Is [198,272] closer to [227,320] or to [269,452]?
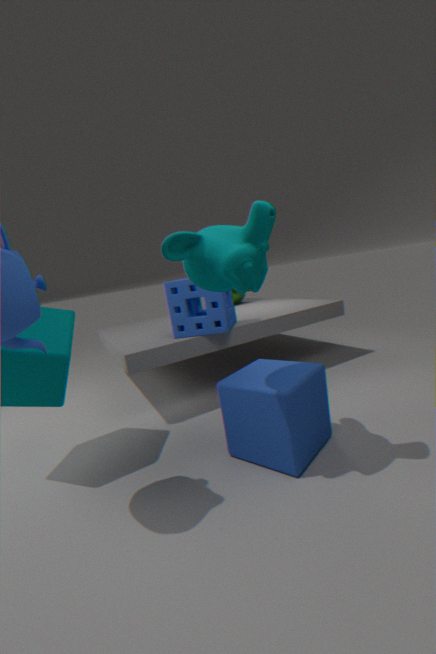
[269,452]
